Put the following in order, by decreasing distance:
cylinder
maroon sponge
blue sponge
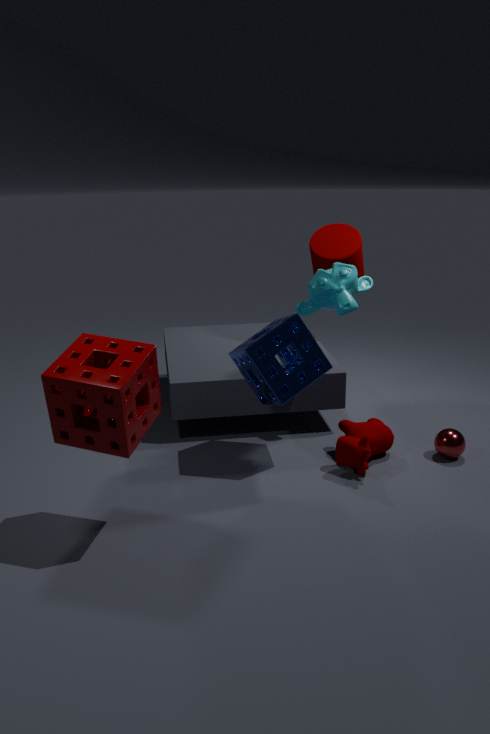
cylinder < blue sponge < maroon sponge
